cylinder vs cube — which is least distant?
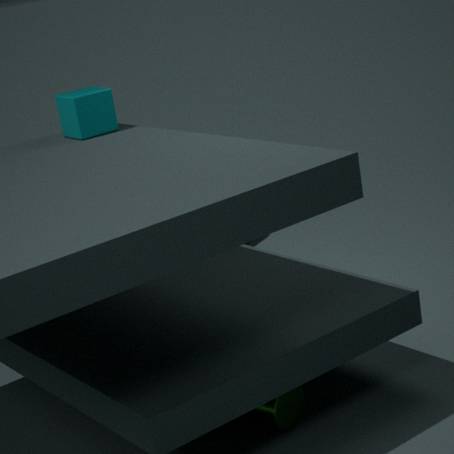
cylinder
